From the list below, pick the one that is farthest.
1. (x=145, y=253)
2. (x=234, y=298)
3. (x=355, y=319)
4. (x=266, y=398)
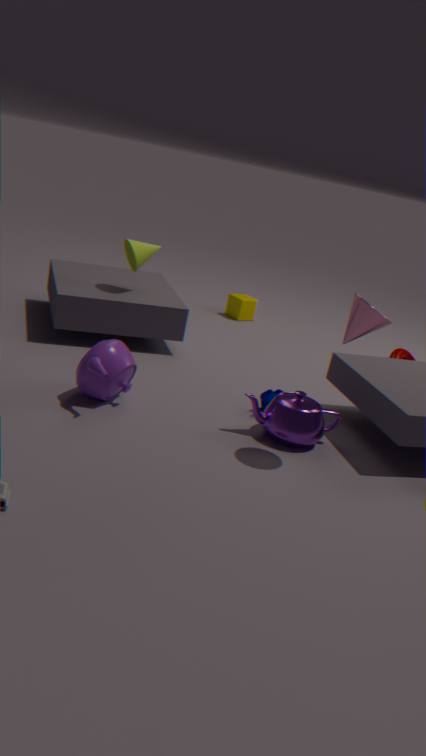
(x=234, y=298)
